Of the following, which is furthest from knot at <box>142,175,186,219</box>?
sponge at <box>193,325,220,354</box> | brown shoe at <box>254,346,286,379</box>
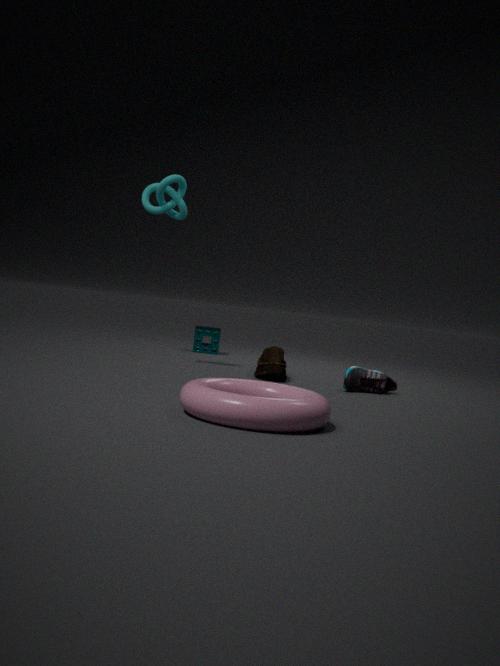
sponge at <box>193,325,220,354</box>
